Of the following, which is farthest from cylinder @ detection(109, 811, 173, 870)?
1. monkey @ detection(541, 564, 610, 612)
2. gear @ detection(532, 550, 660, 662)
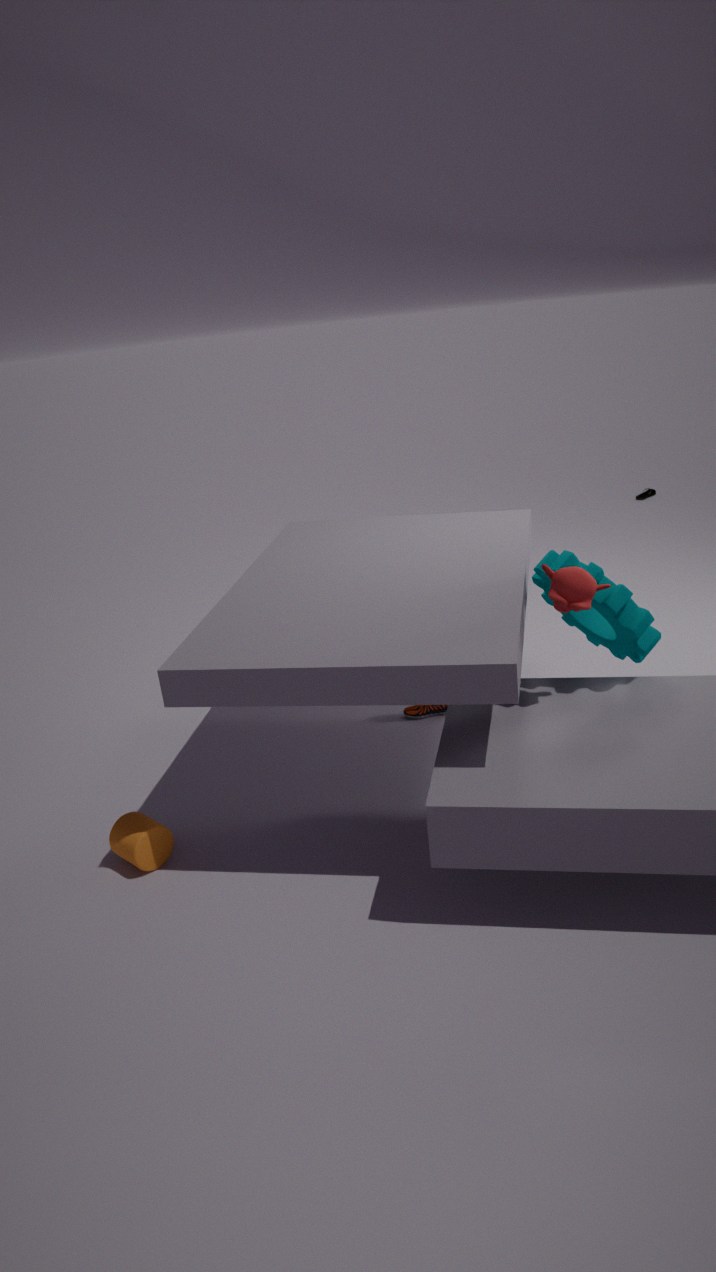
gear @ detection(532, 550, 660, 662)
